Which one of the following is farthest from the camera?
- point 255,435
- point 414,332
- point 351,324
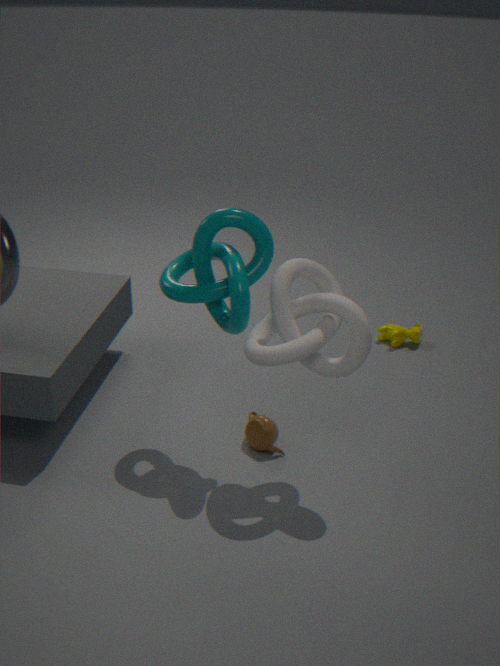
point 414,332
